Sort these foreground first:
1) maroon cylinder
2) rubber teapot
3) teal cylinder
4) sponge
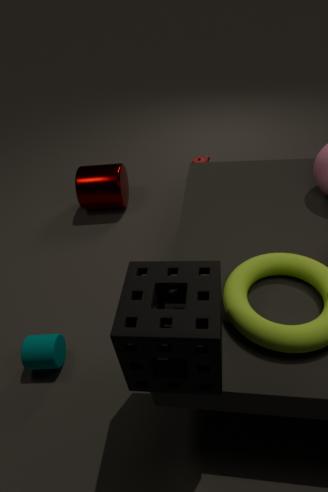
4. sponge → 3. teal cylinder → 1. maroon cylinder → 2. rubber teapot
